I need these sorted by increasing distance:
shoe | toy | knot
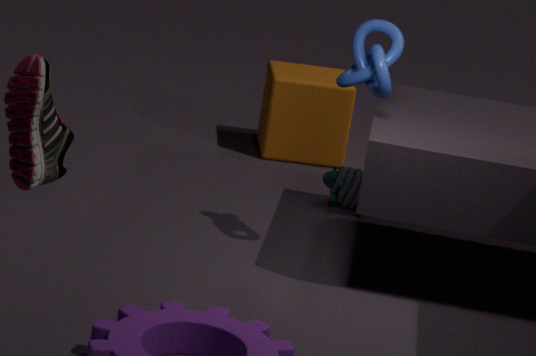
shoe, knot, toy
